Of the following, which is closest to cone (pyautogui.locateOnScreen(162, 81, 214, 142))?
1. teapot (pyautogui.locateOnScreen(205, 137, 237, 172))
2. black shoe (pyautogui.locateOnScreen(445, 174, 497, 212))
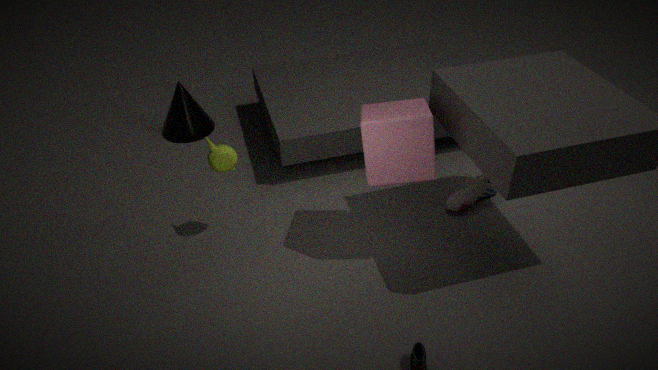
teapot (pyautogui.locateOnScreen(205, 137, 237, 172))
